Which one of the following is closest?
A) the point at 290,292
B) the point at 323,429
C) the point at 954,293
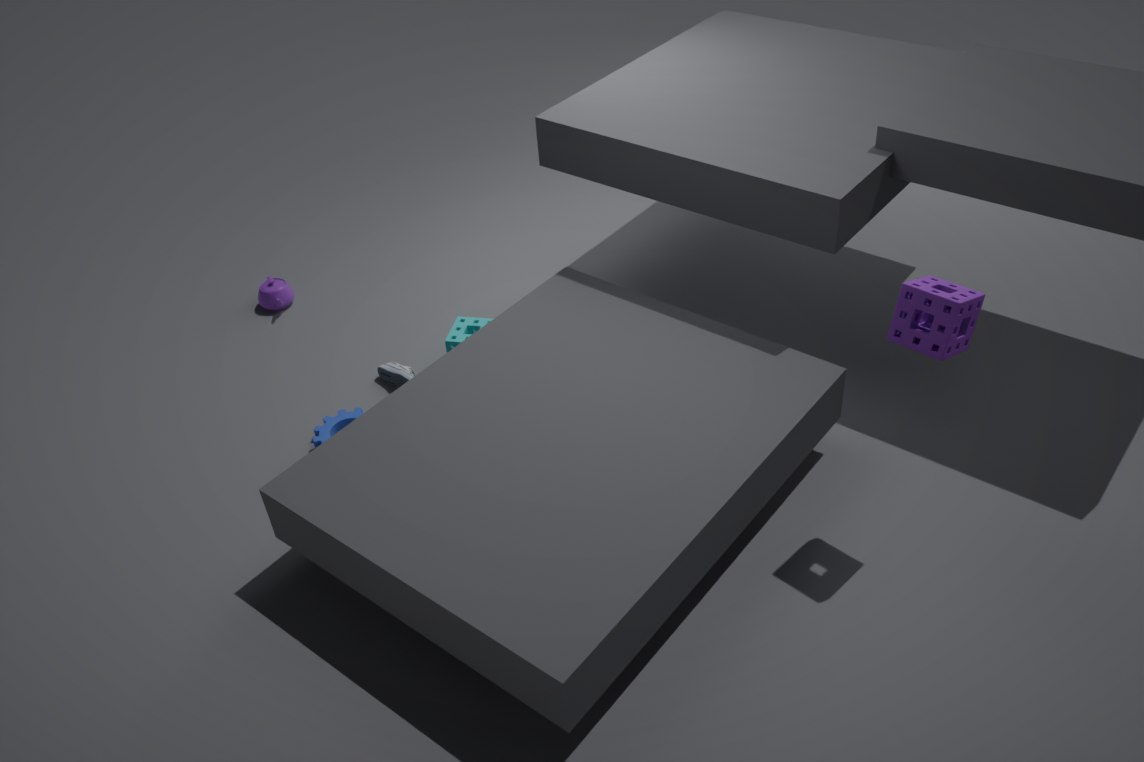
C. the point at 954,293
